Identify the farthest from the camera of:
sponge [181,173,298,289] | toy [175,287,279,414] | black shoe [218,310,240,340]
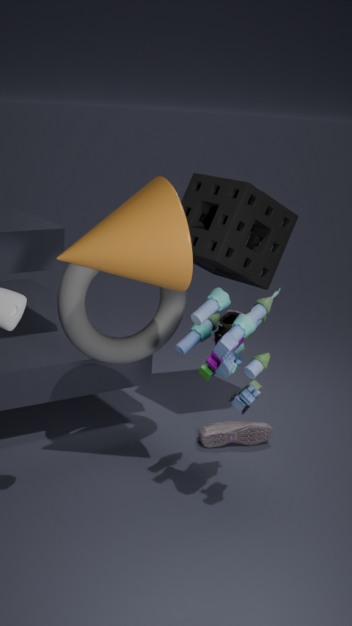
black shoe [218,310,240,340]
